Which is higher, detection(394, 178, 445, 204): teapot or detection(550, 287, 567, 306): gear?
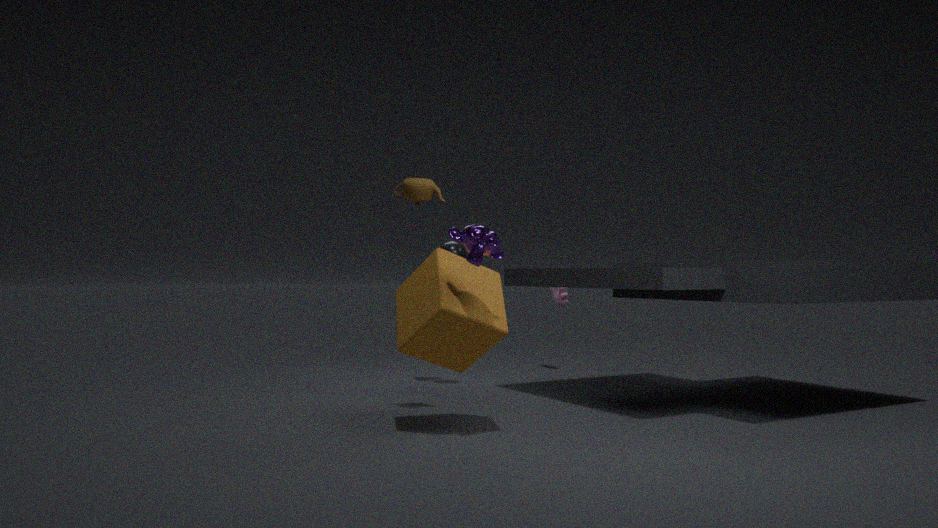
detection(394, 178, 445, 204): teapot
